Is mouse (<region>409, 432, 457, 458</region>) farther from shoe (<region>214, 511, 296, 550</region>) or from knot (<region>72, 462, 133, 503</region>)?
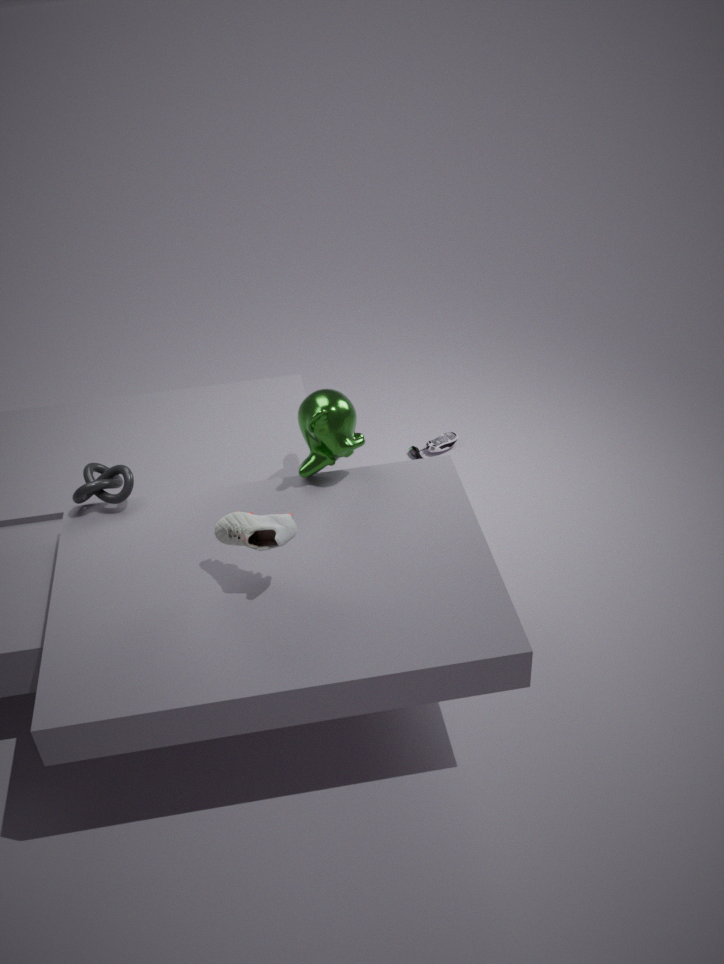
shoe (<region>214, 511, 296, 550</region>)
